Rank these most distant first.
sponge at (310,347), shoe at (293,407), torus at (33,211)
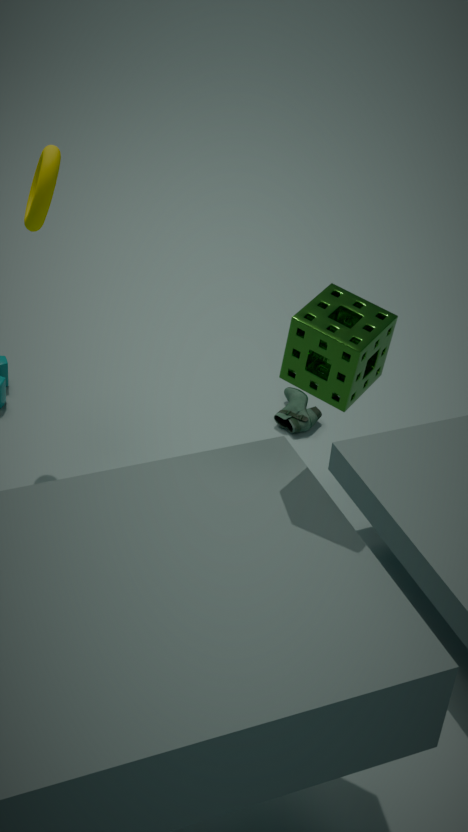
1. shoe at (293,407)
2. torus at (33,211)
3. sponge at (310,347)
